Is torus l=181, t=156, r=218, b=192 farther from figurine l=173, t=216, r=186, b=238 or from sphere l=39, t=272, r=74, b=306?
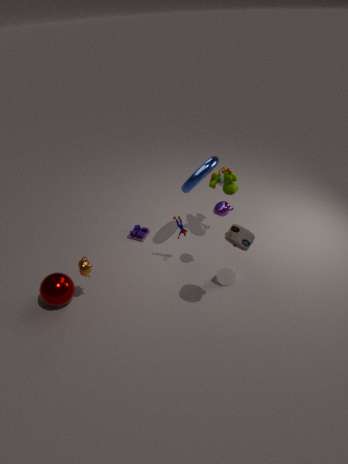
sphere l=39, t=272, r=74, b=306
